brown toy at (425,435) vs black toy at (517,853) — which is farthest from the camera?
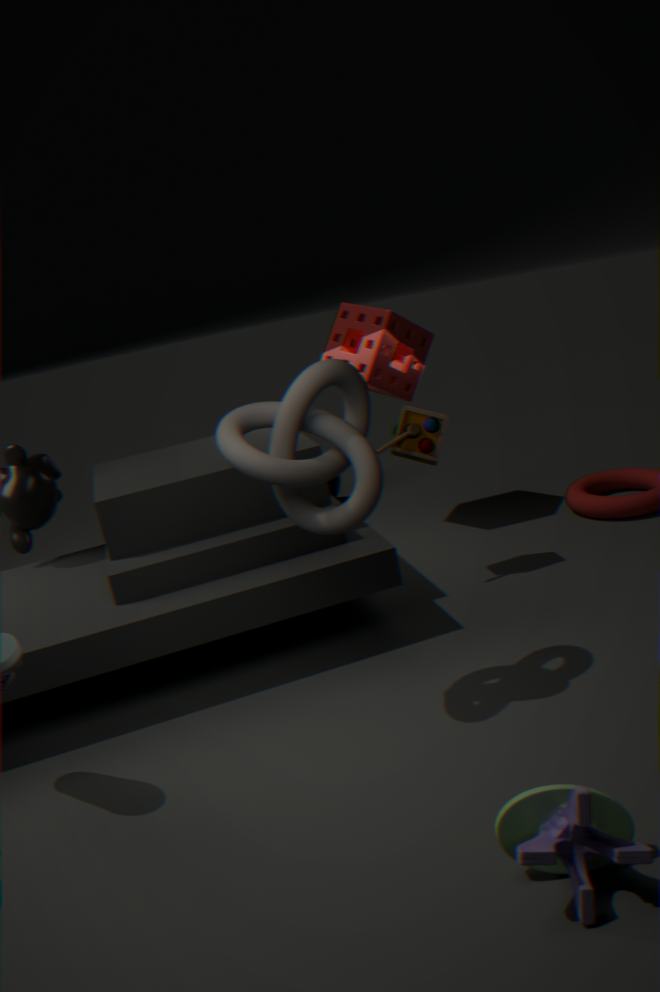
brown toy at (425,435)
